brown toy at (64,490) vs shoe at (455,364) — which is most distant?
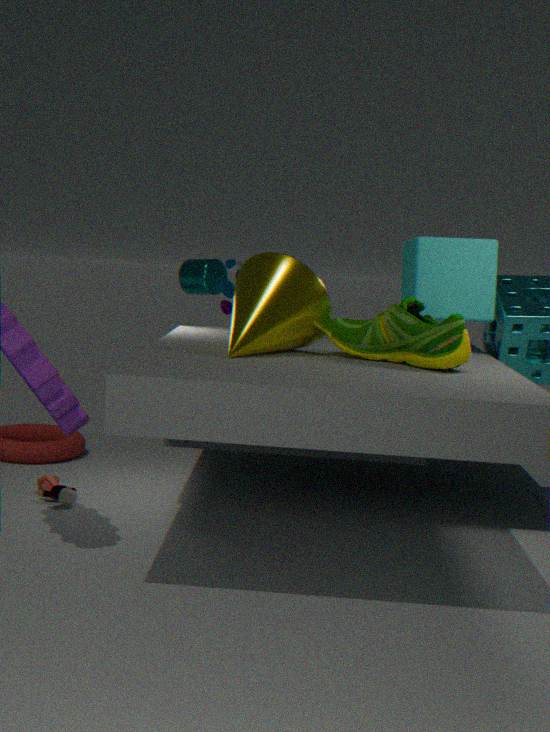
brown toy at (64,490)
